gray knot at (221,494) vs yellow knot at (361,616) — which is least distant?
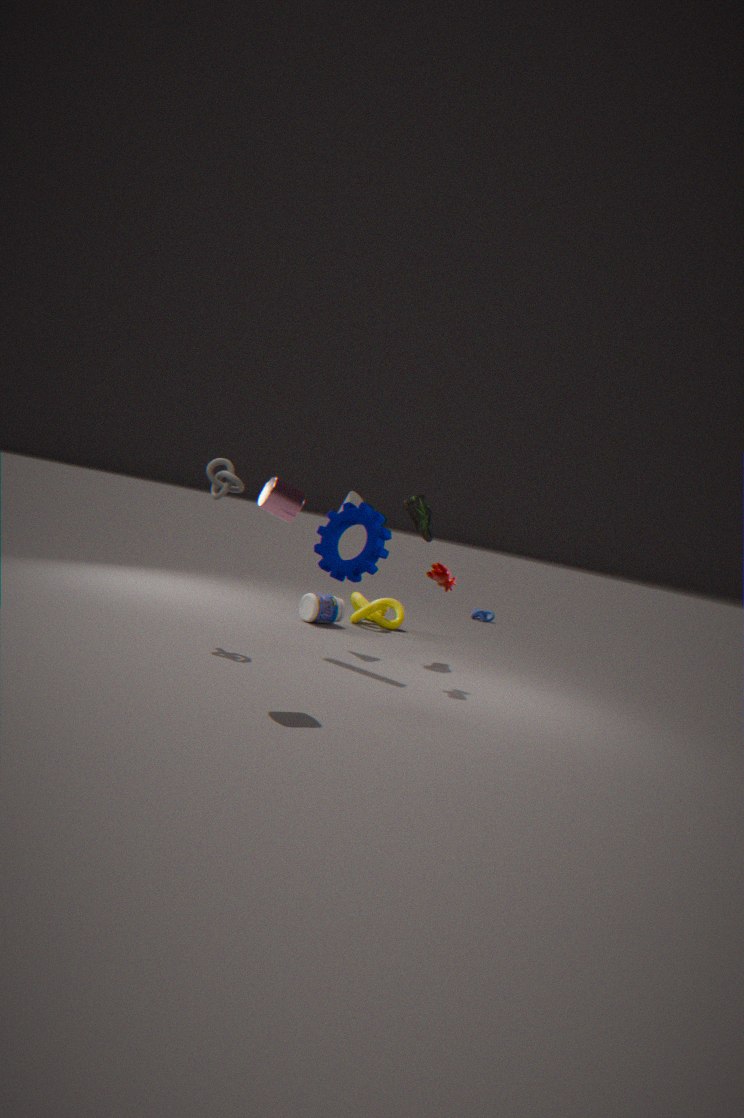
gray knot at (221,494)
